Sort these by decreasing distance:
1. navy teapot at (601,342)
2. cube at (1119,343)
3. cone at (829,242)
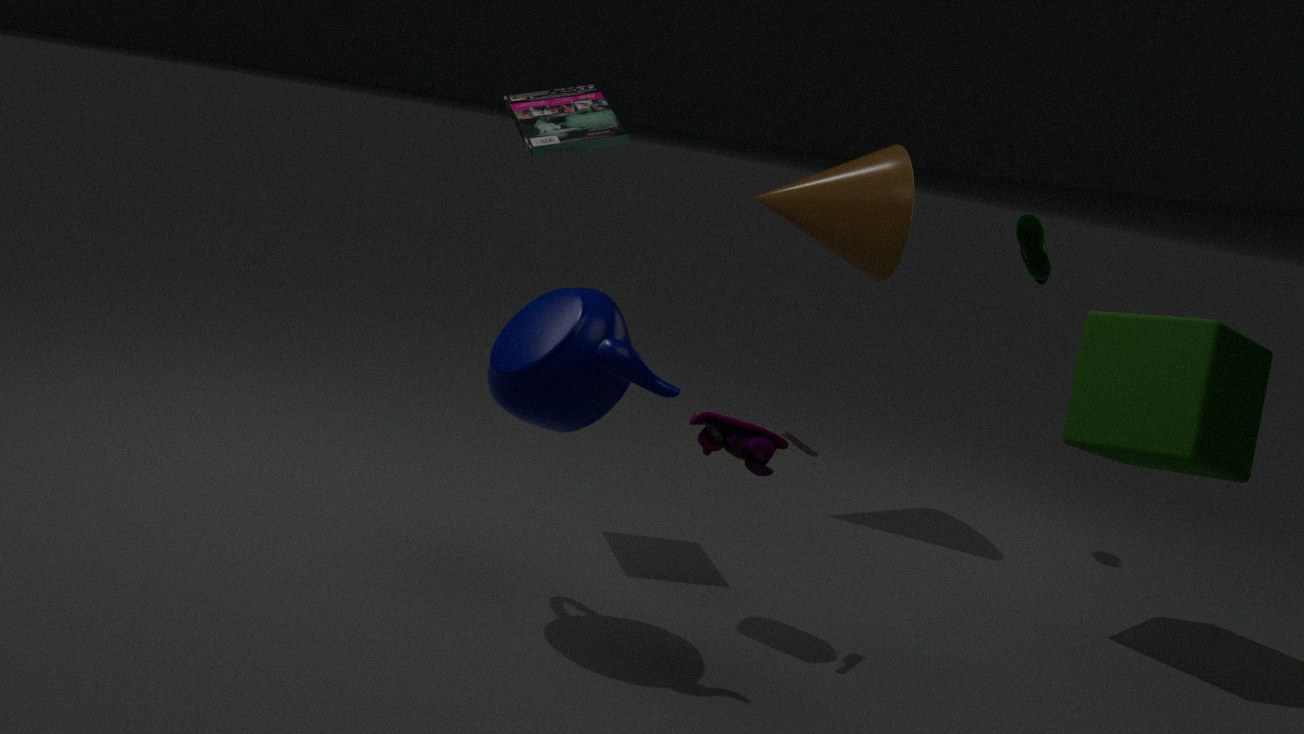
cone at (829,242) < cube at (1119,343) < navy teapot at (601,342)
